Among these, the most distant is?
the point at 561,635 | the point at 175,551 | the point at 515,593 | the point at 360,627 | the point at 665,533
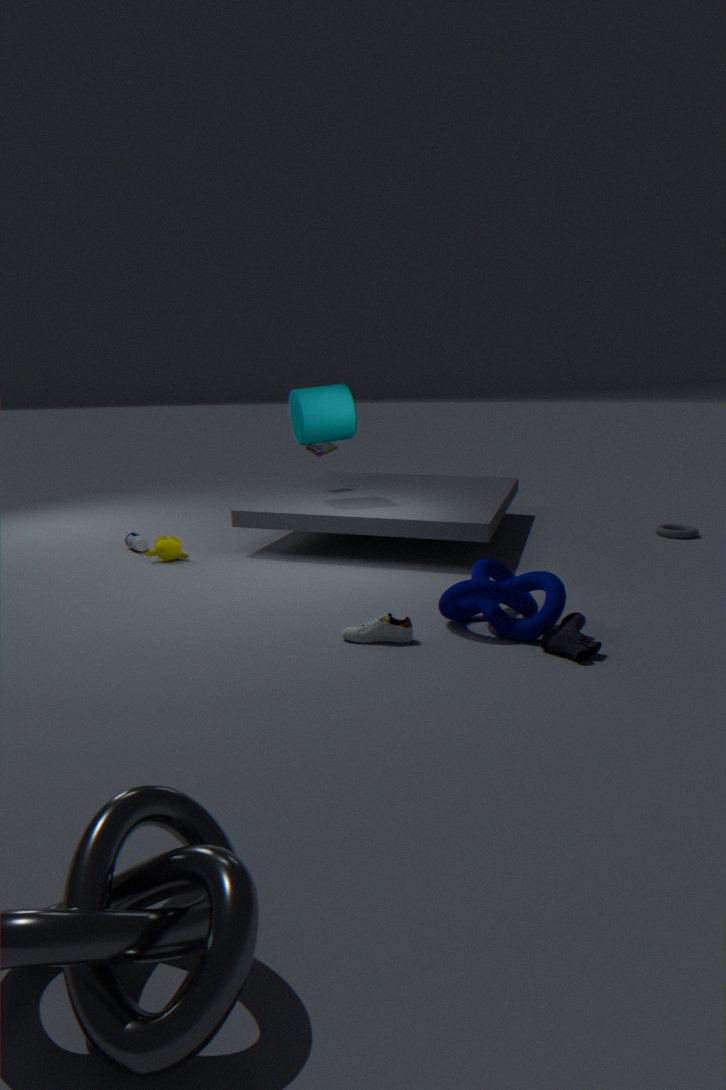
the point at 665,533
